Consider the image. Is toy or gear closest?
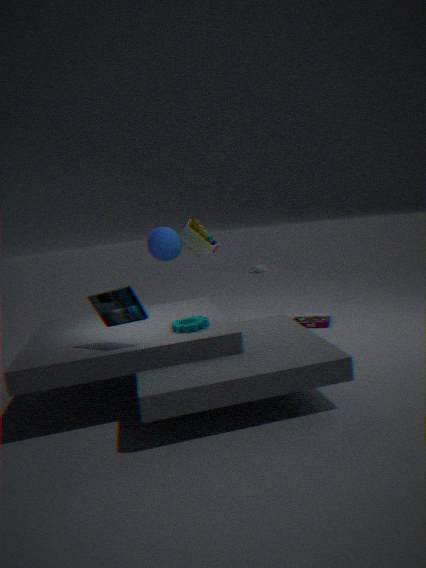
gear
